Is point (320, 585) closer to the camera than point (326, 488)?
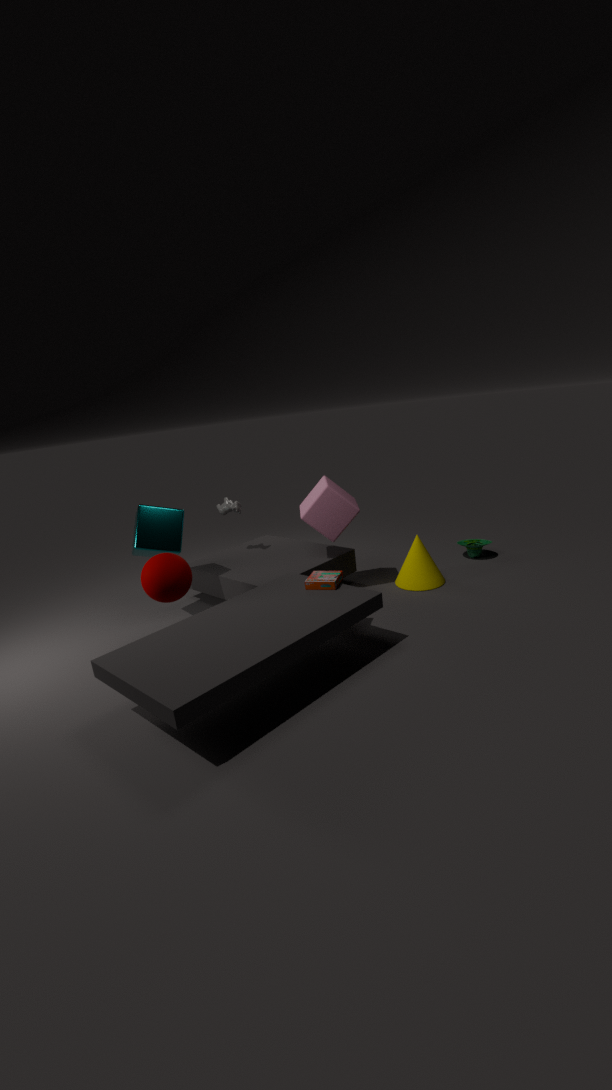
Yes
